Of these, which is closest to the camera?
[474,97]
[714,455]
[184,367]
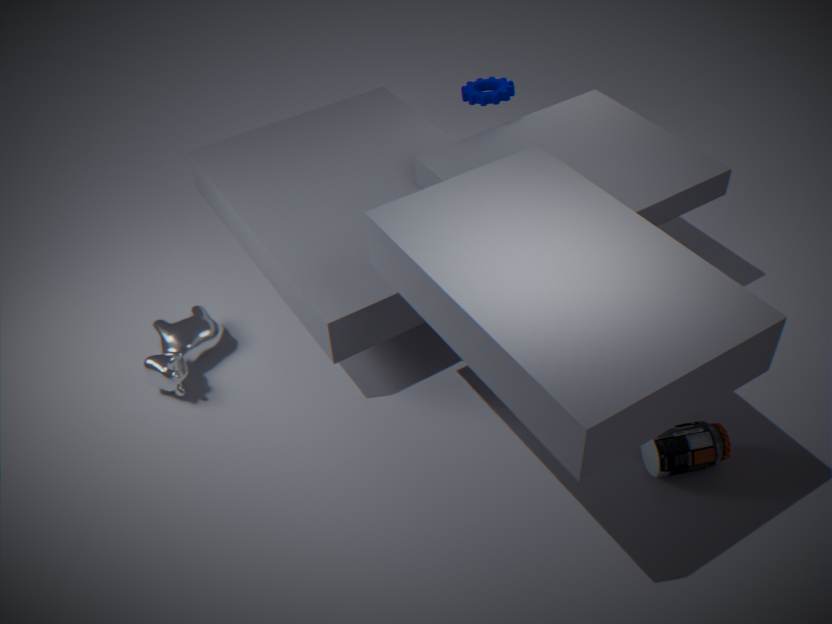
[714,455]
